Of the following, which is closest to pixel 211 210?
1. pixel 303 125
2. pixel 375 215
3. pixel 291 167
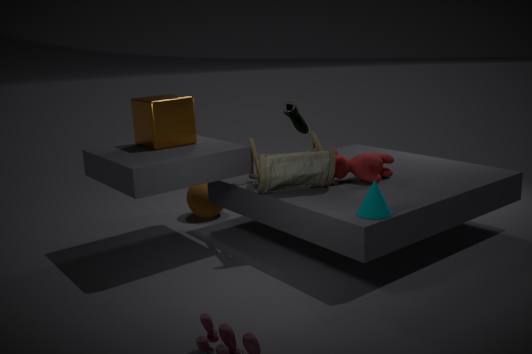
pixel 303 125
